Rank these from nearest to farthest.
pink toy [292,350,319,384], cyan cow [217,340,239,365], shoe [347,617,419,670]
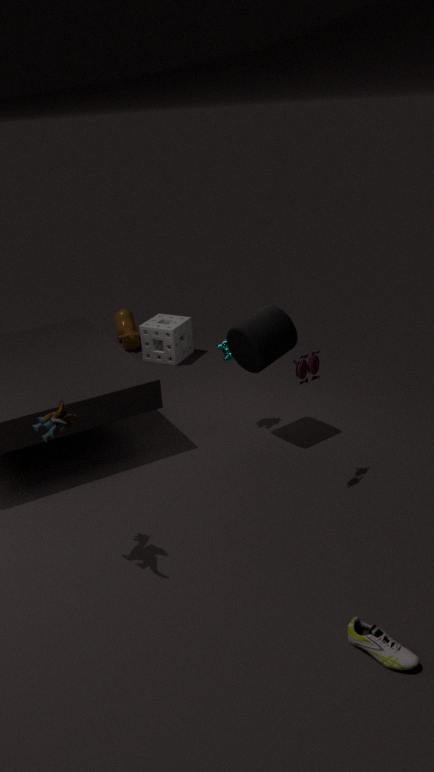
shoe [347,617,419,670]
pink toy [292,350,319,384]
cyan cow [217,340,239,365]
